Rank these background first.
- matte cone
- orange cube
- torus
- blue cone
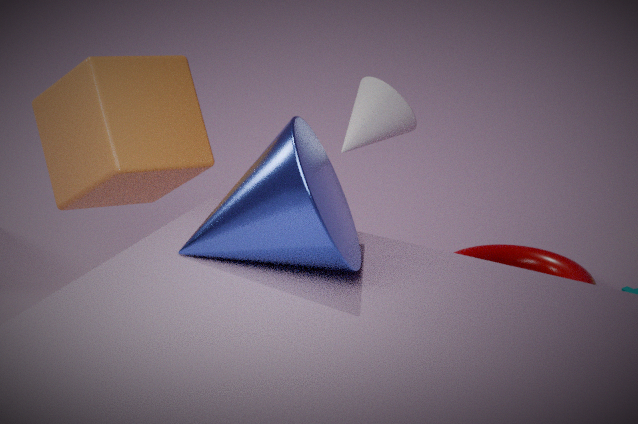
torus → matte cone → orange cube → blue cone
